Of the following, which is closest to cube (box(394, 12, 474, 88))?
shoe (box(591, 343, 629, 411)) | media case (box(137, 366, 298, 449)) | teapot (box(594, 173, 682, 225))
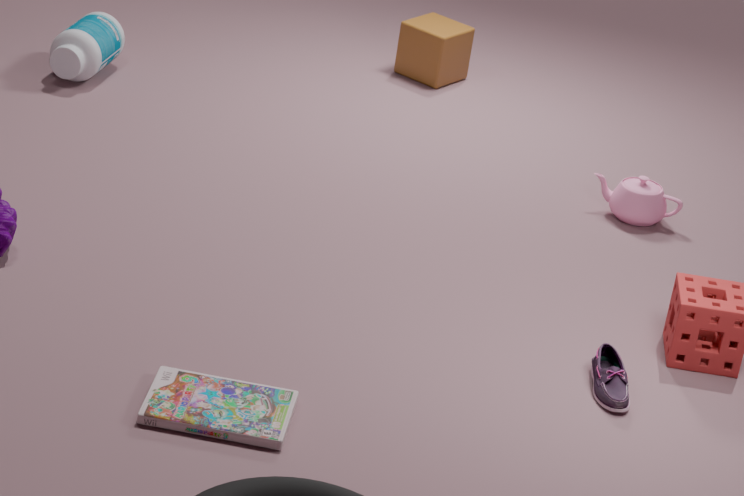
teapot (box(594, 173, 682, 225))
